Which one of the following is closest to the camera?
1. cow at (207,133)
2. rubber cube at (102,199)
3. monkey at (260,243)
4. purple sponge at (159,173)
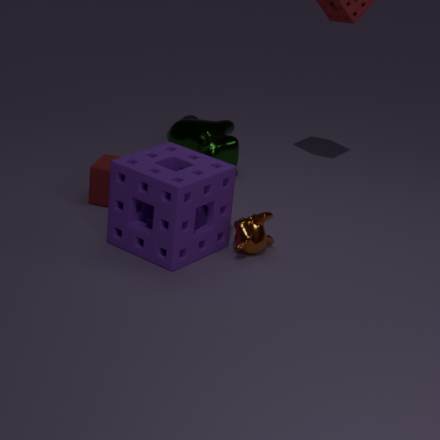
purple sponge at (159,173)
